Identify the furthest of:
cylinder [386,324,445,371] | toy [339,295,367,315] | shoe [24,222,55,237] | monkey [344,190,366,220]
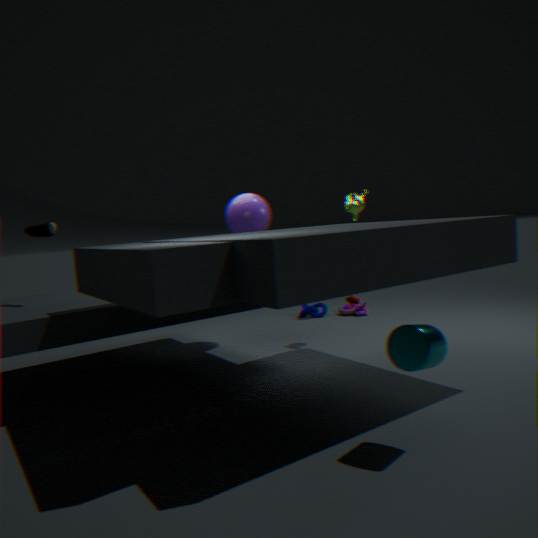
toy [339,295,367,315]
